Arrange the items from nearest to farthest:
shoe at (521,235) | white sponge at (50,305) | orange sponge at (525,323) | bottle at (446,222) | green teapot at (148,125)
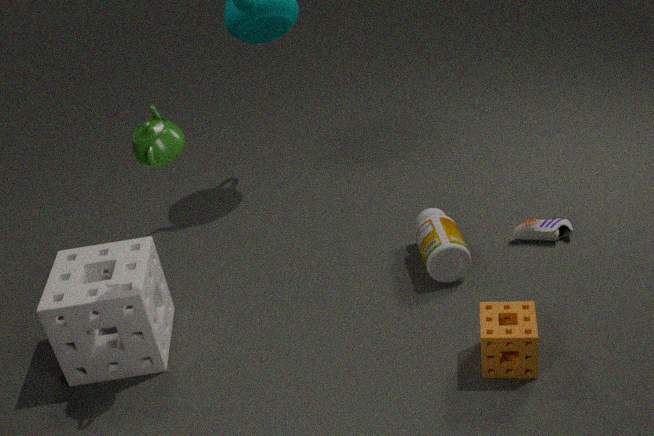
green teapot at (148,125), orange sponge at (525,323), white sponge at (50,305), bottle at (446,222), shoe at (521,235)
